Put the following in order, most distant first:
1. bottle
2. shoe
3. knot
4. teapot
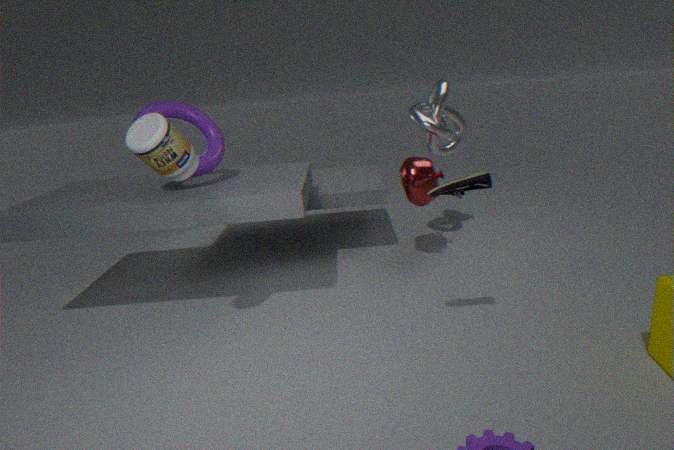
knot → teapot → bottle → shoe
